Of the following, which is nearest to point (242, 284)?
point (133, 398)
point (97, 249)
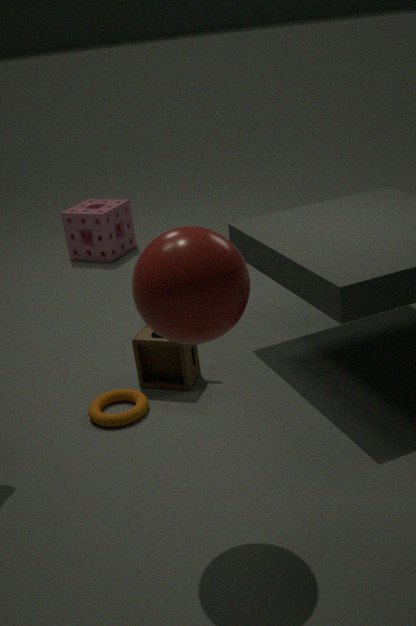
point (133, 398)
